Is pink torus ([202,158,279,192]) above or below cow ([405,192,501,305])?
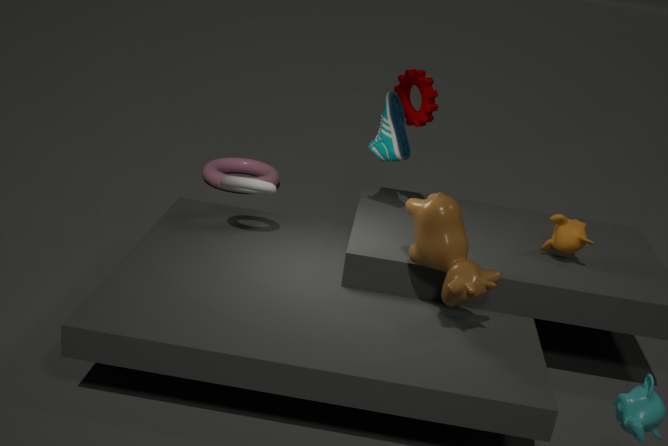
below
